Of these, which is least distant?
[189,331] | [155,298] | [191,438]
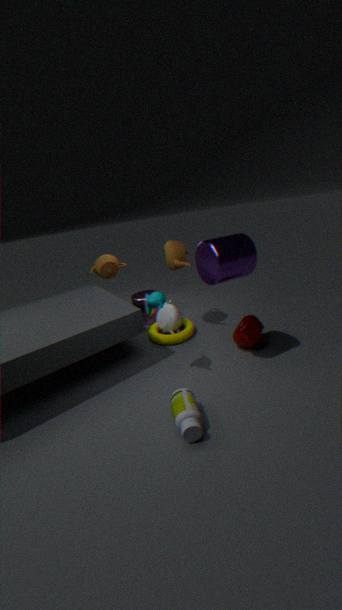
[191,438]
